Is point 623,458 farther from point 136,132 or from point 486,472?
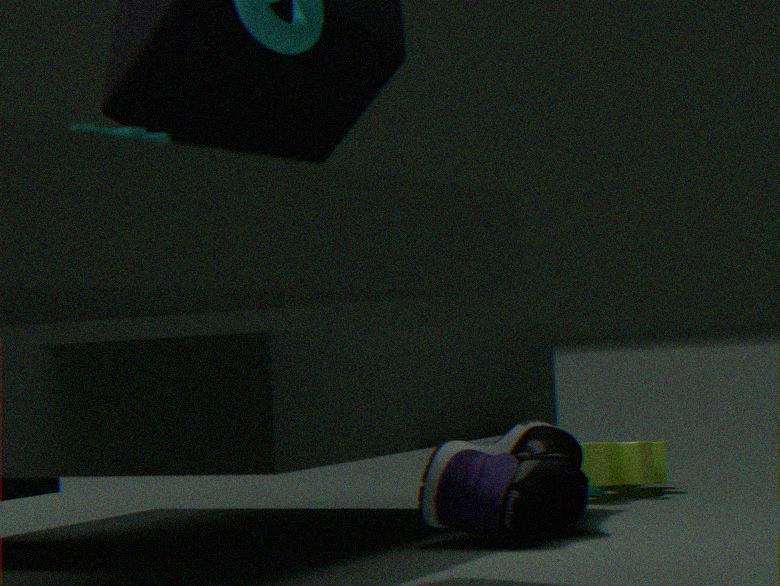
point 136,132
